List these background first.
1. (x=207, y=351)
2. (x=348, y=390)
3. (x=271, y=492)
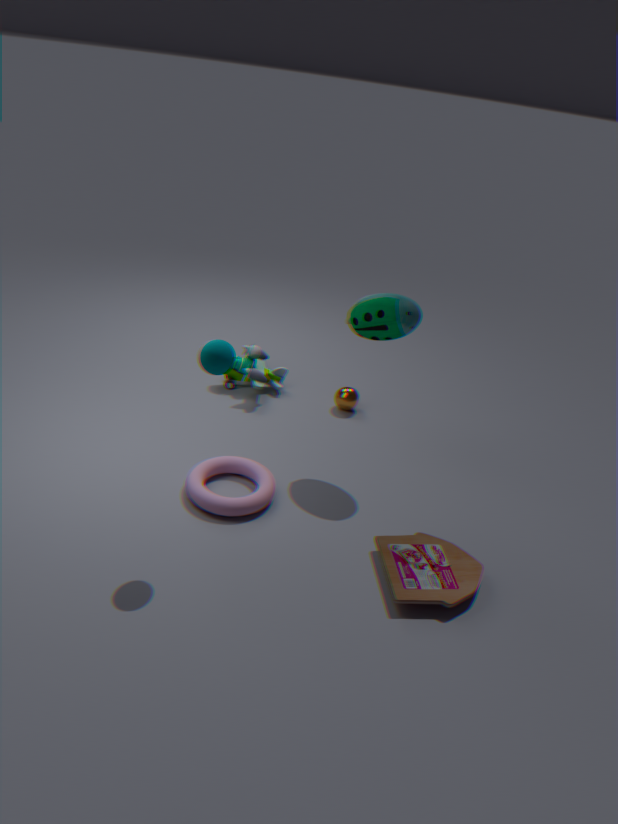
(x=348, y=390), (x=271, y=492), (x=207, y=351)
